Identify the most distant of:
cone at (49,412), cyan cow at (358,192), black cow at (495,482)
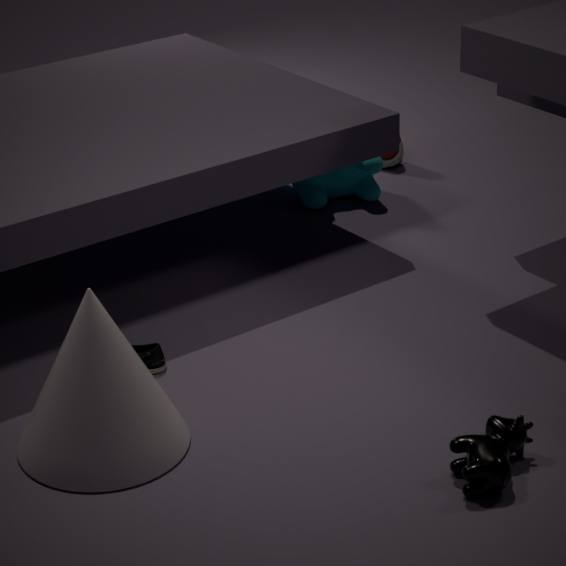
cyan cow at (358,192)
